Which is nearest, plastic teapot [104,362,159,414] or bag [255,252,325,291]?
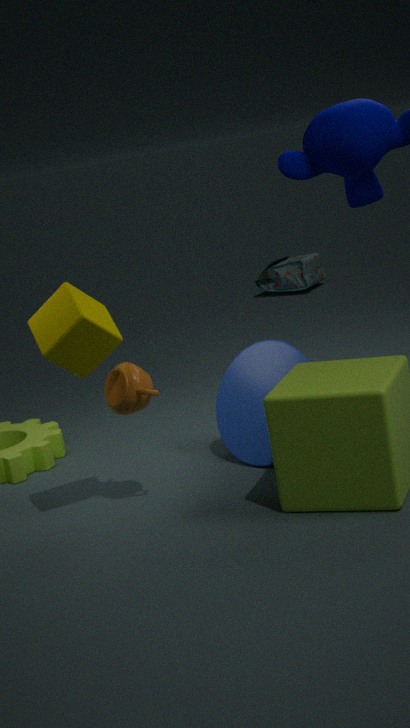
plastic teapot [104,362,159,414]
